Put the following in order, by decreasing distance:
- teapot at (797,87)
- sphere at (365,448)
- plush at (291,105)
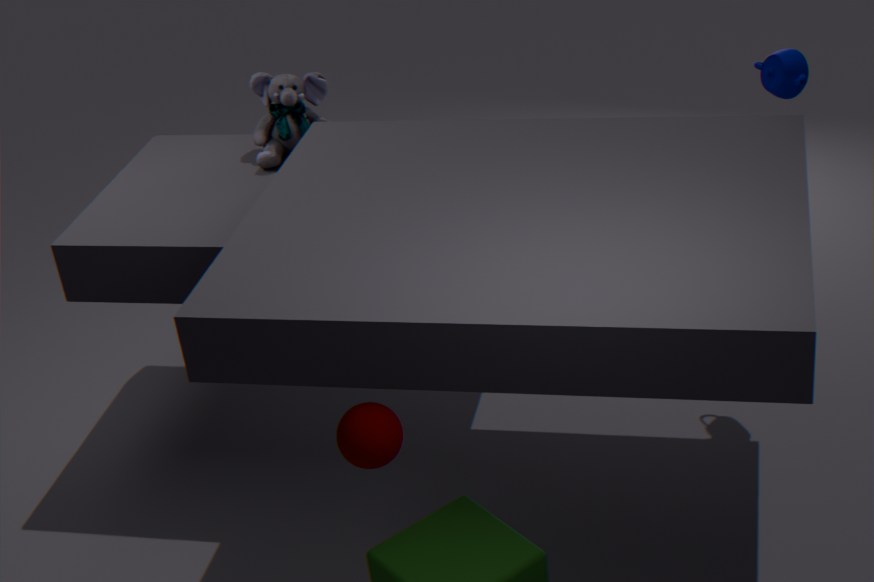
plush at (291,105) < teapot at (797,87) < sphere at (365,448)
